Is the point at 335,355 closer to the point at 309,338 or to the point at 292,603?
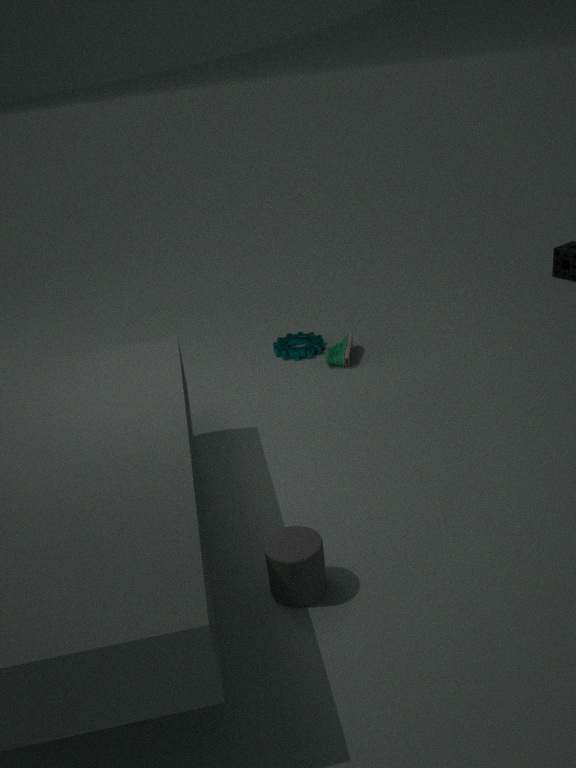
the point at 309,338
